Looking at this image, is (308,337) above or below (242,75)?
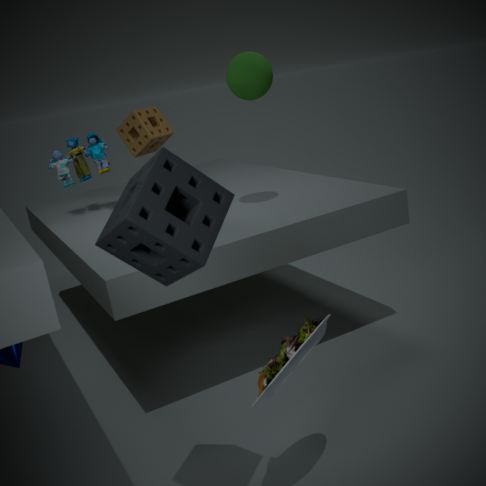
below
